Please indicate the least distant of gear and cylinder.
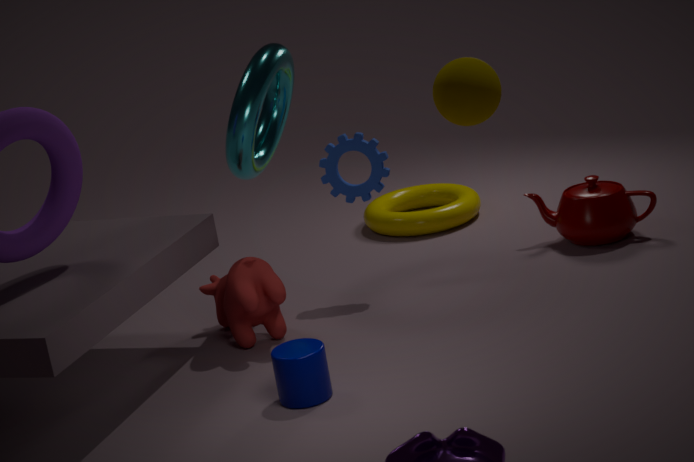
cylinder
